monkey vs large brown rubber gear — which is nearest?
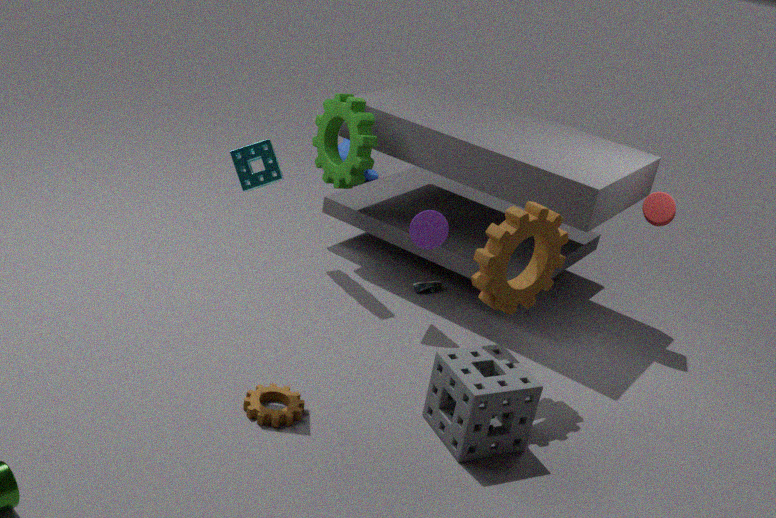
large brown rubber gear
